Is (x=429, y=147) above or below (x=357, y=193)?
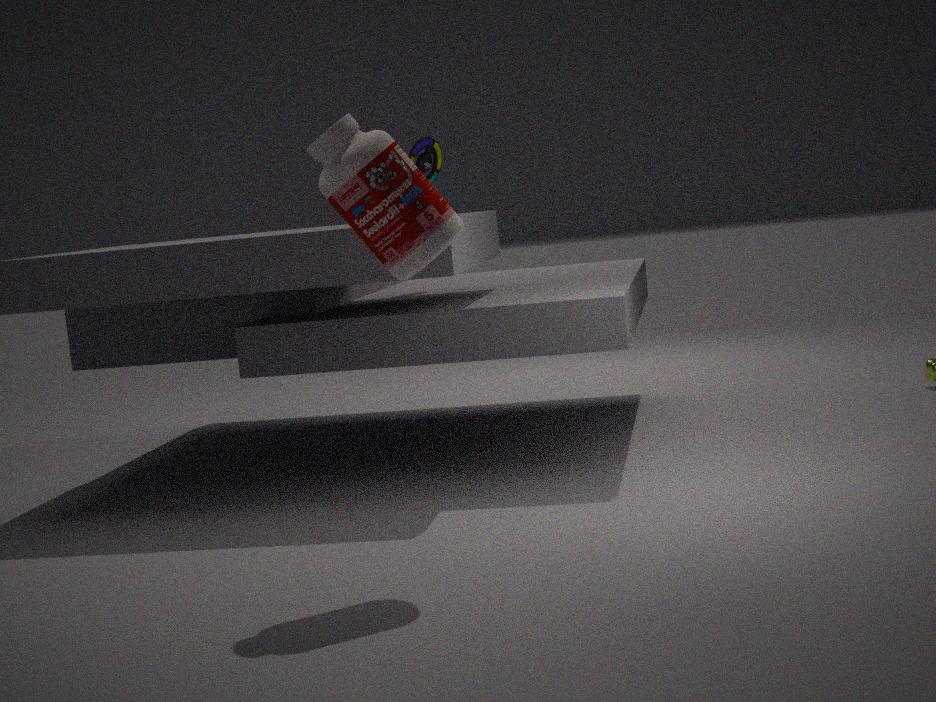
above
